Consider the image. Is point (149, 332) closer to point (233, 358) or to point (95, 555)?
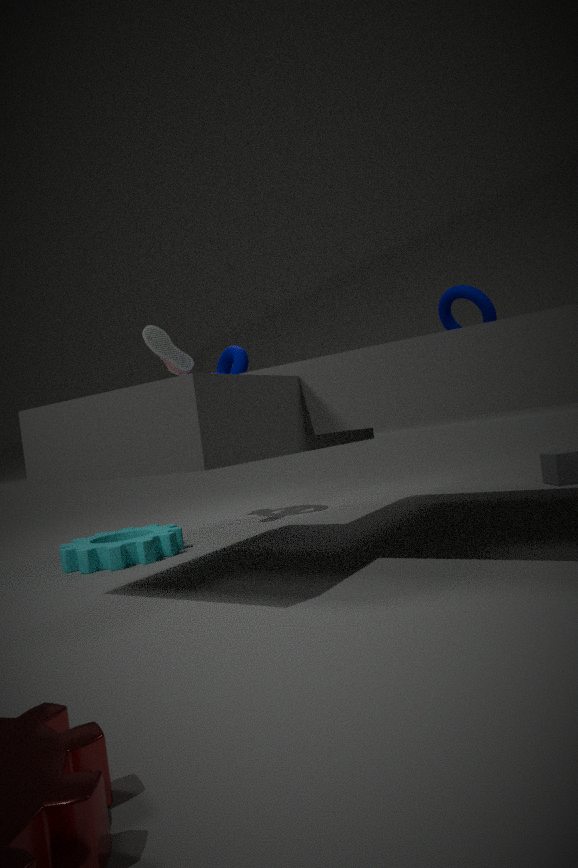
point (233, 358)
